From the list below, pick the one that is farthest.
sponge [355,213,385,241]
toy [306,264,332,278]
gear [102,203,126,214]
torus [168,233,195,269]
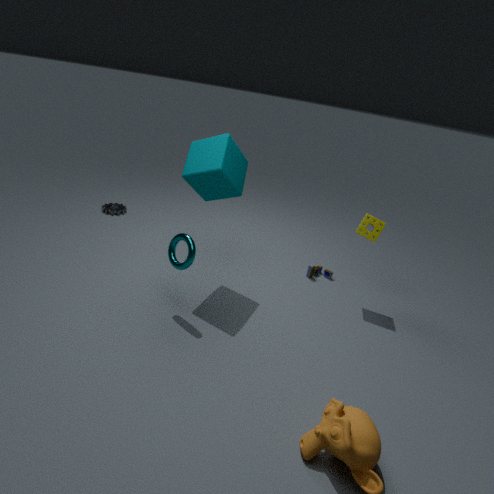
gear [102,203,126,214]
